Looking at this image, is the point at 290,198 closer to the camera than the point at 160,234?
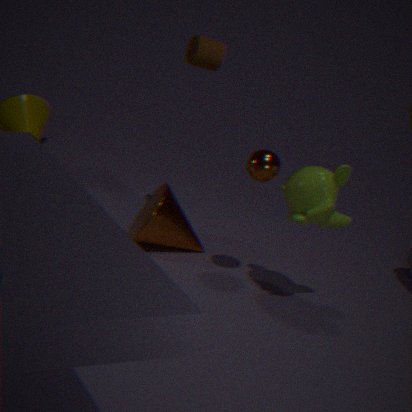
Yes
